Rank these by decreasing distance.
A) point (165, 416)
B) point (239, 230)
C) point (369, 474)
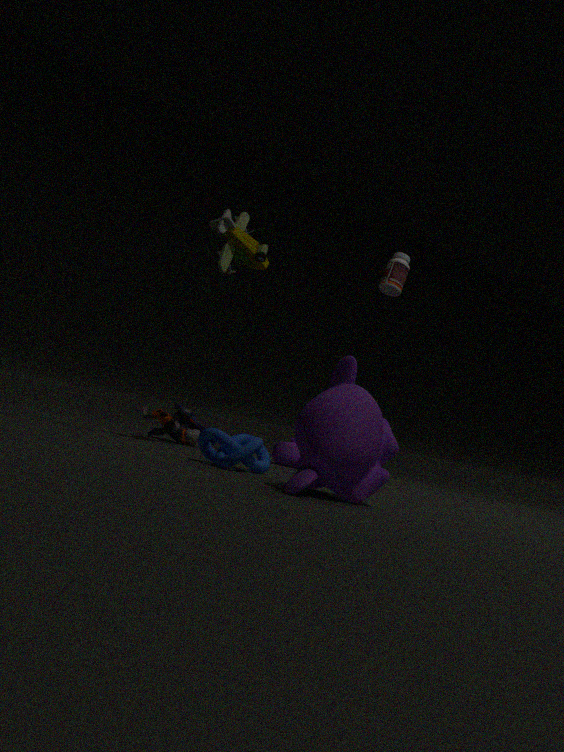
point (165, 416) → point (239, 230) → point (369, 474)
